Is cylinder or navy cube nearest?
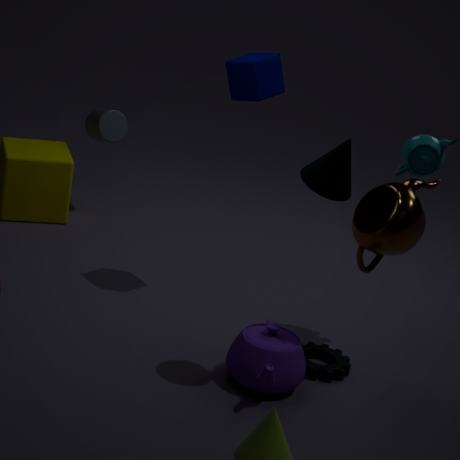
navy cube
